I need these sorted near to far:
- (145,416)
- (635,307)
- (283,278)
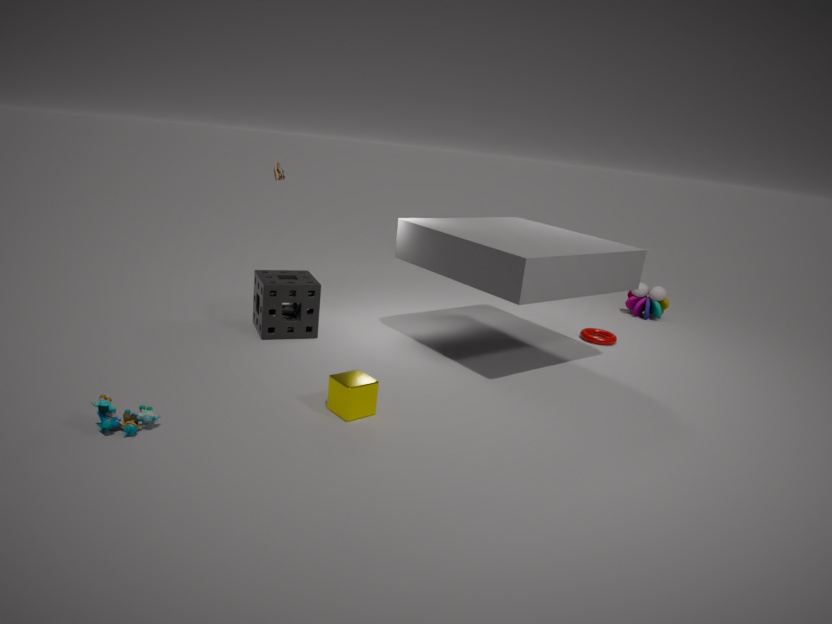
(145,416) < (283,278) < (635,307)
